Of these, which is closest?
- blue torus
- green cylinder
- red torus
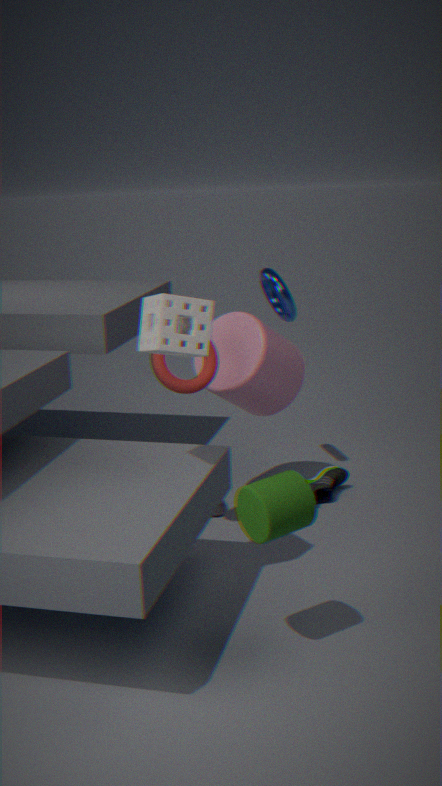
green cylinder
